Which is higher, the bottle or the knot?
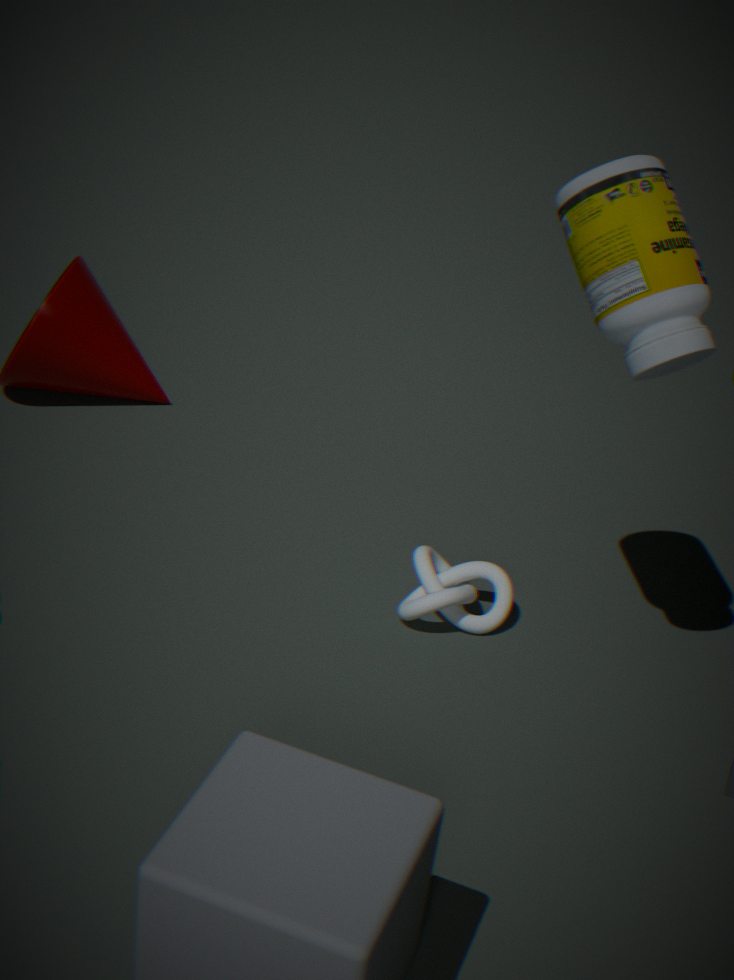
the bottle
